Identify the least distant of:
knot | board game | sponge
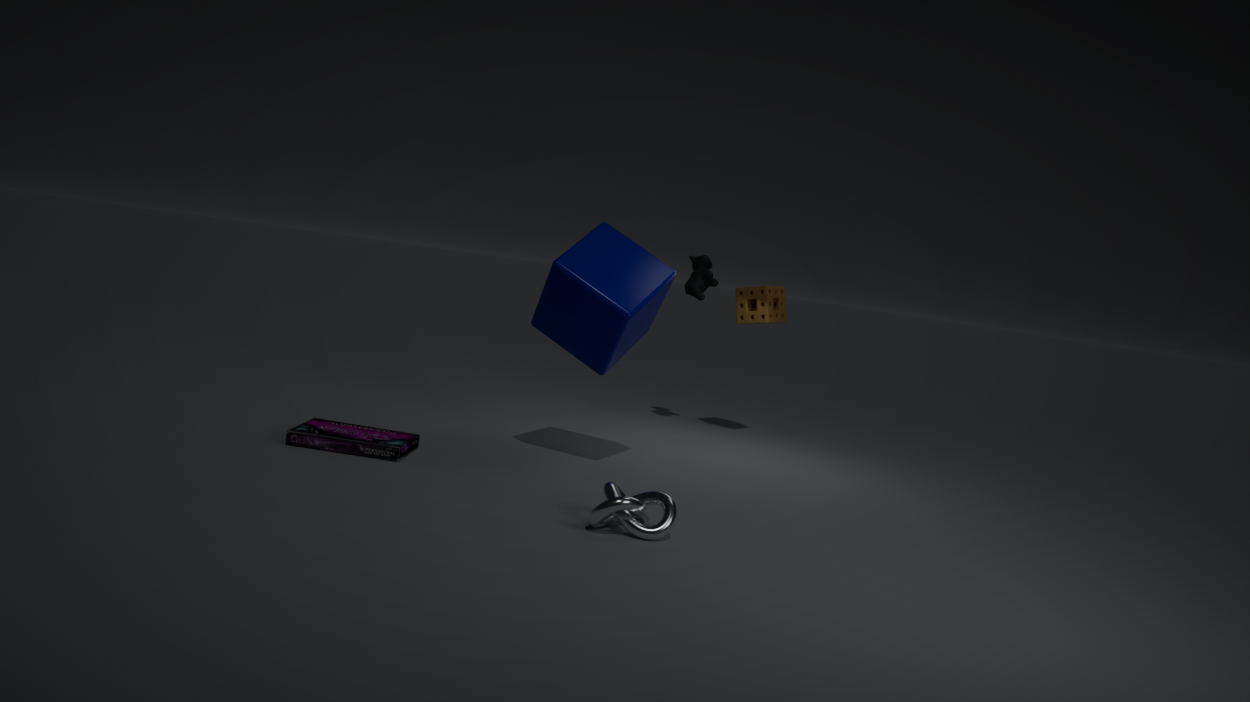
knot
